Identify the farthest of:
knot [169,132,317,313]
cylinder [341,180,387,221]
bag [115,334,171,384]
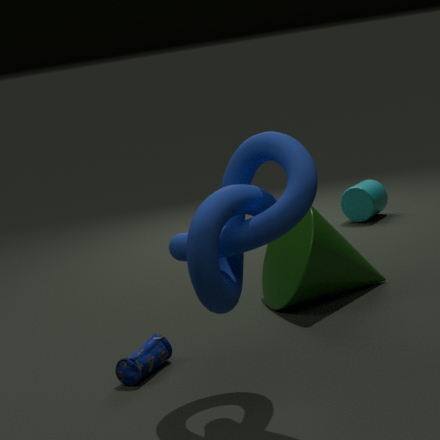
cylinder [341,180,387,221]
